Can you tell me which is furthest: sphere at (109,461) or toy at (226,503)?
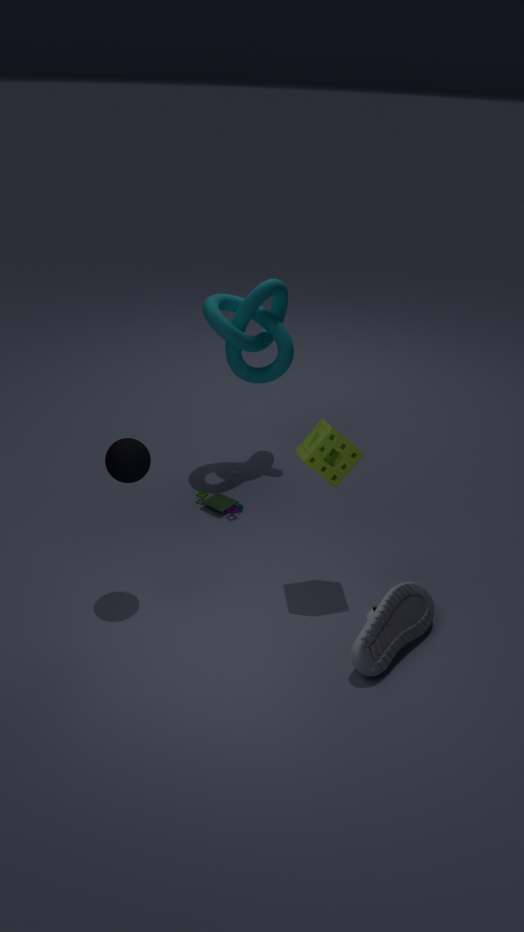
toy at (226,503)
